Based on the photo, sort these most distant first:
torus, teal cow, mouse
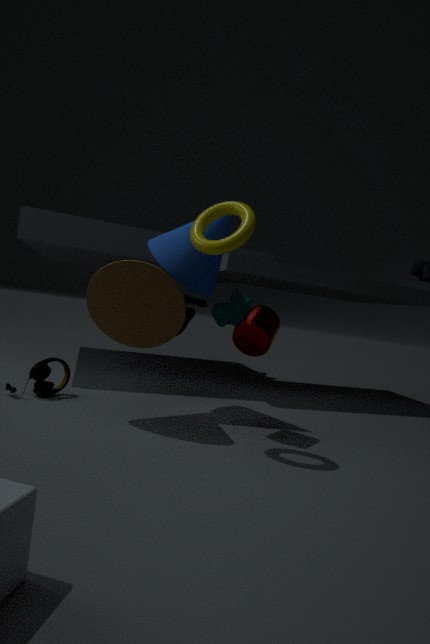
teal cow
mouse
torus
